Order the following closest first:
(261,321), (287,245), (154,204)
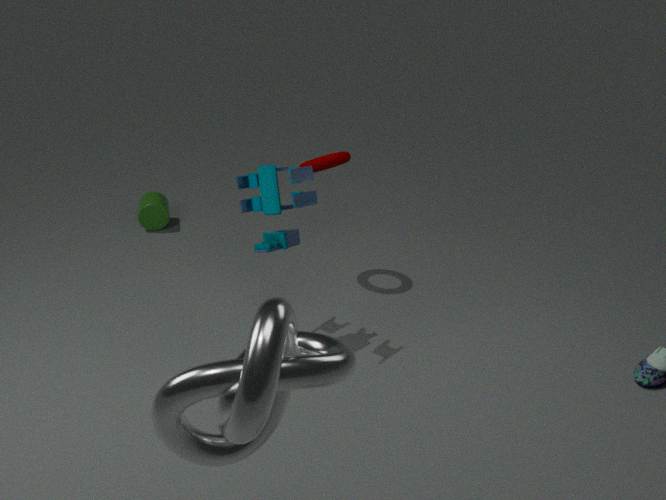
(261,321) → (287,245) → (154,204)
